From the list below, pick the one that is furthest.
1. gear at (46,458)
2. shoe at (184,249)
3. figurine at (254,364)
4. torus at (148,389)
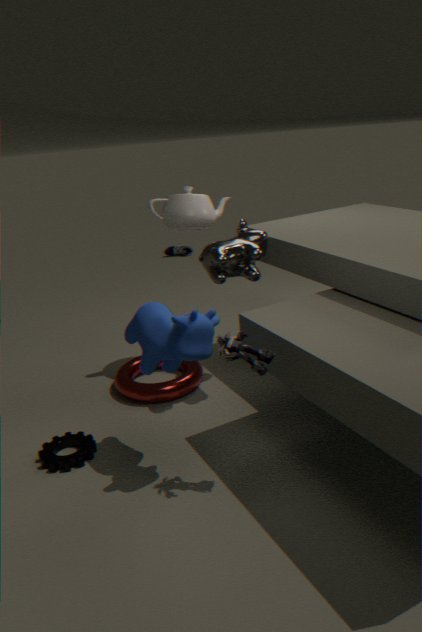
shoe at (184,249)
